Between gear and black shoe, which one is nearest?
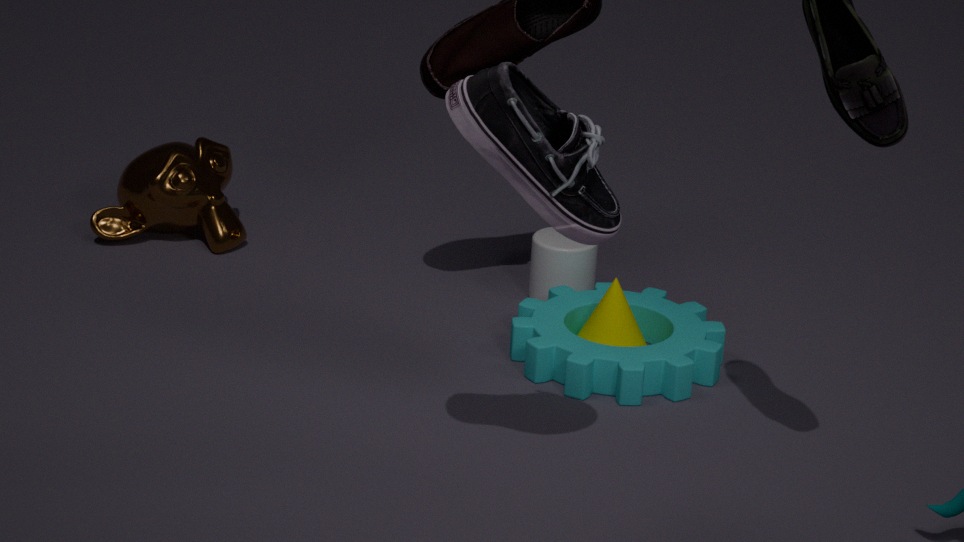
black shoe
